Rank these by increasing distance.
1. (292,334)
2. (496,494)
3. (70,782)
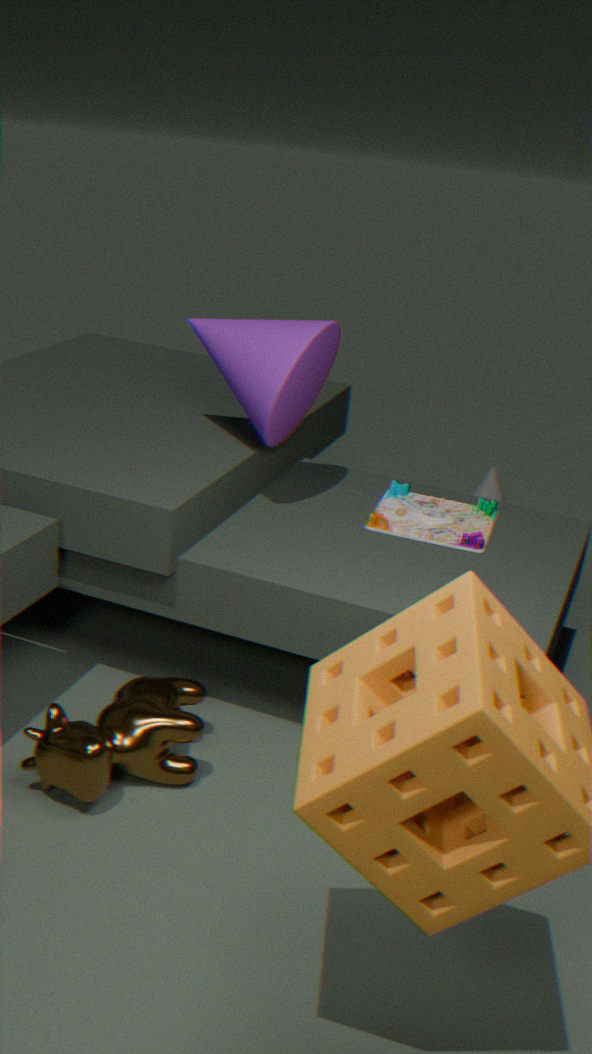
1. (70,782)
2. (292,334)
3. (496,494)
